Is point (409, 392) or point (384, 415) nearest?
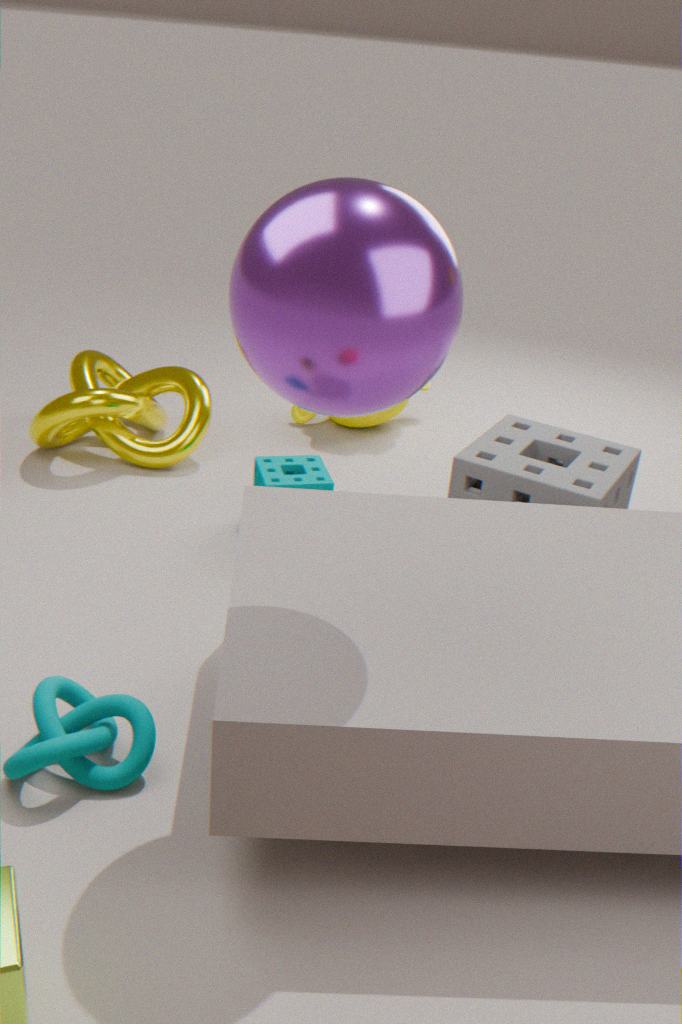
point (409, 392)
